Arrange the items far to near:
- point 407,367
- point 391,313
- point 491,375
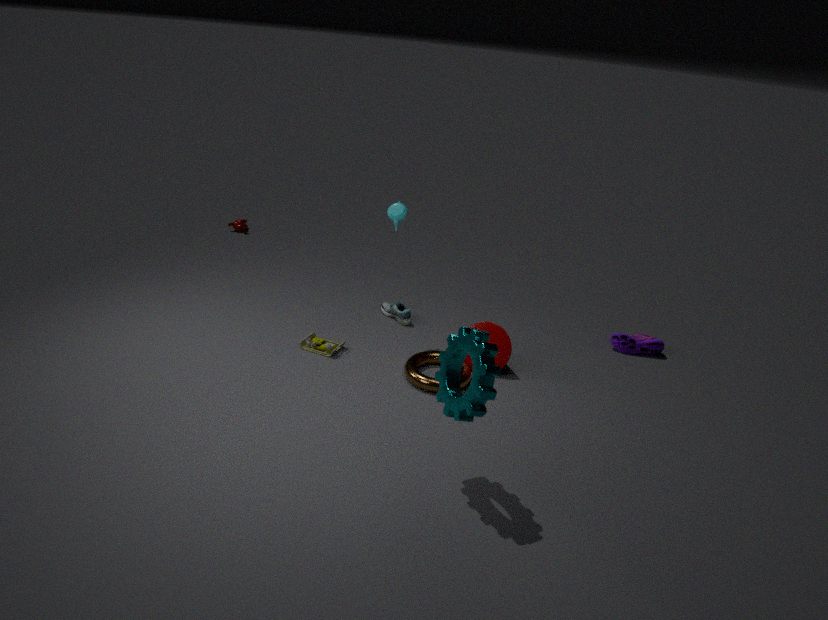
point 391,313 < point 407,367 < point 491,375
